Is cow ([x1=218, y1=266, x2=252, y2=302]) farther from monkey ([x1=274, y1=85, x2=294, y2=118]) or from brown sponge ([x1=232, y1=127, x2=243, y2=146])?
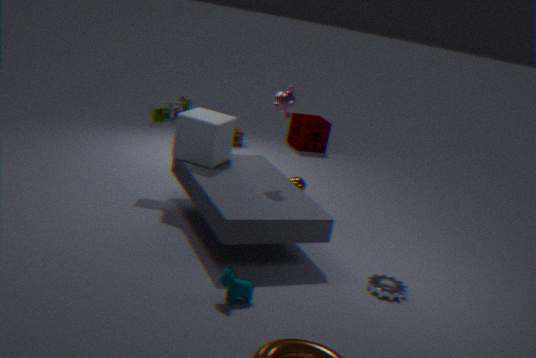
brown sponge ([x1=232, y1=127, x2=243, y2=146])
